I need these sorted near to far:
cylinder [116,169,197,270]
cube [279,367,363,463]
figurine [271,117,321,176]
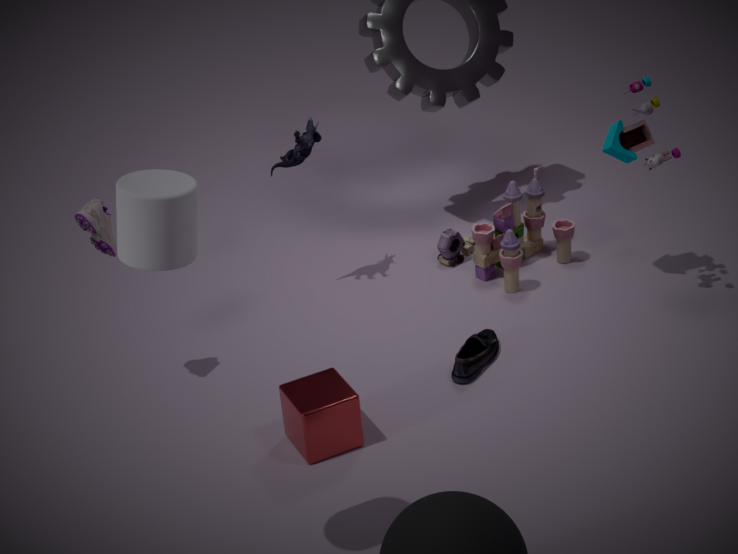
cylinder [116,169,197,270] < cube [279,367,363,463] < figurine [271,117,321,176]
